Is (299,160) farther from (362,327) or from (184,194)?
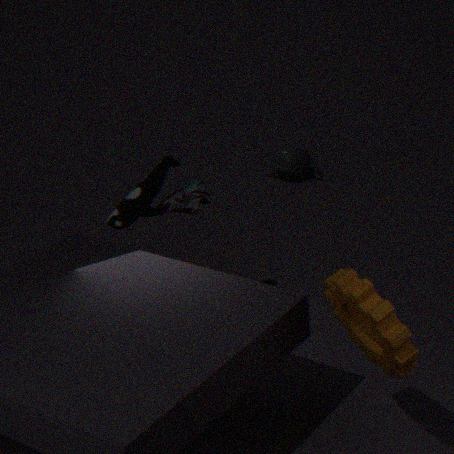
(362,327)
